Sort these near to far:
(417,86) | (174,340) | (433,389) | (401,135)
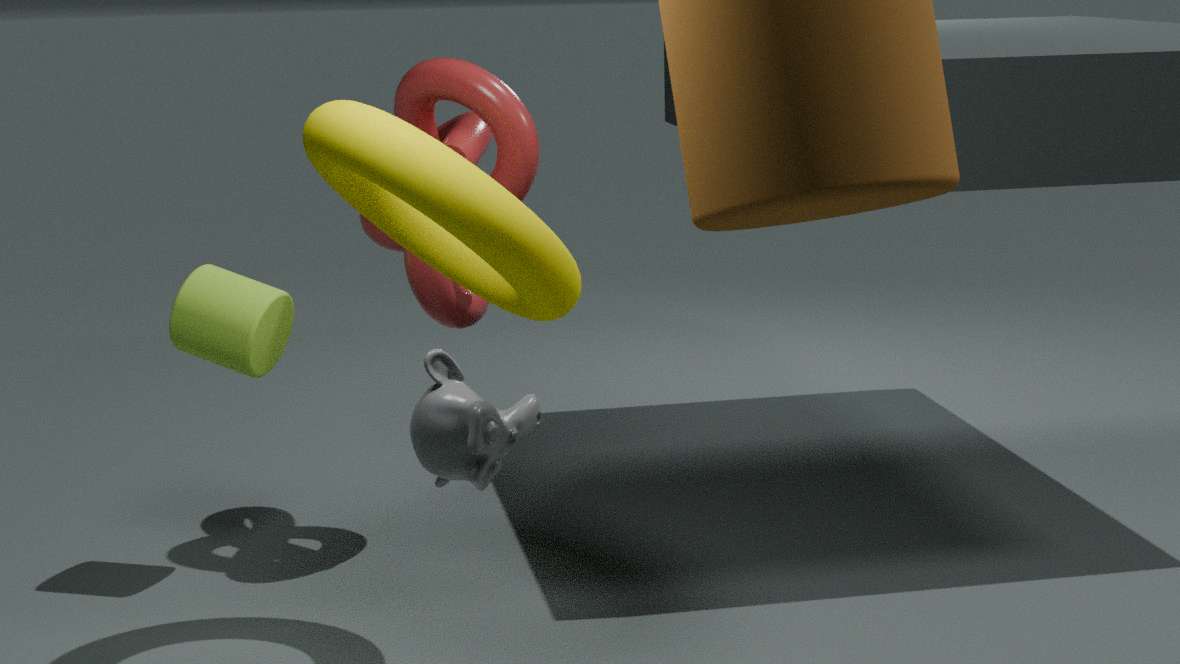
(433,389) < (401,135) < (174,340) < (417,86)
